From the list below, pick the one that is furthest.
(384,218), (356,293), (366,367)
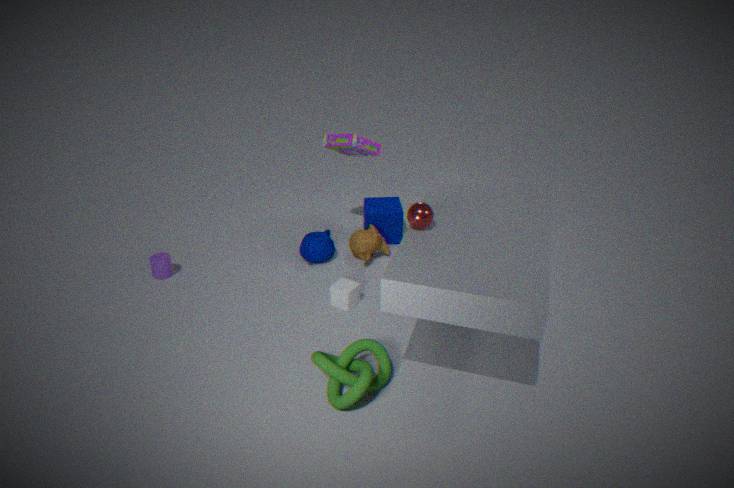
(384,218)
